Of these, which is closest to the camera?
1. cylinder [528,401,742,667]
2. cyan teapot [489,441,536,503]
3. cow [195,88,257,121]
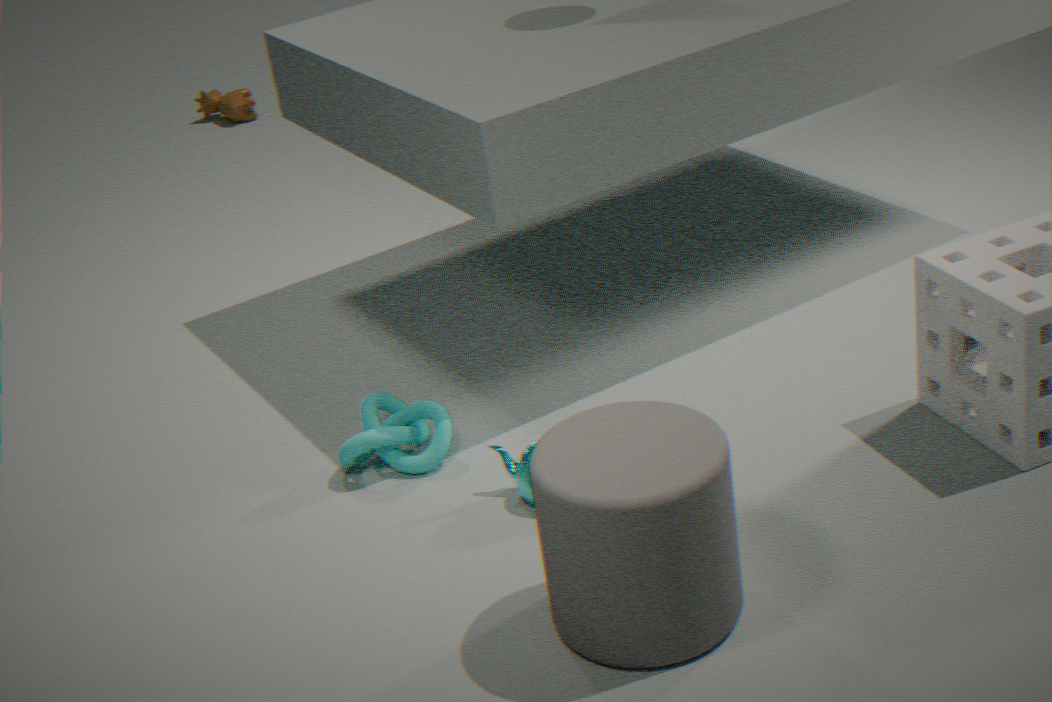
Result: cylinder [528,401,742,667]
